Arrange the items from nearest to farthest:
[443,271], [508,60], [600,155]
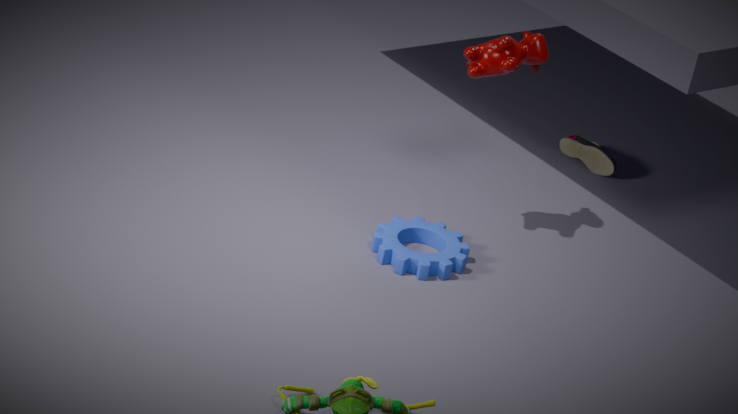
[508,60]
[443,271]
[600,155]
